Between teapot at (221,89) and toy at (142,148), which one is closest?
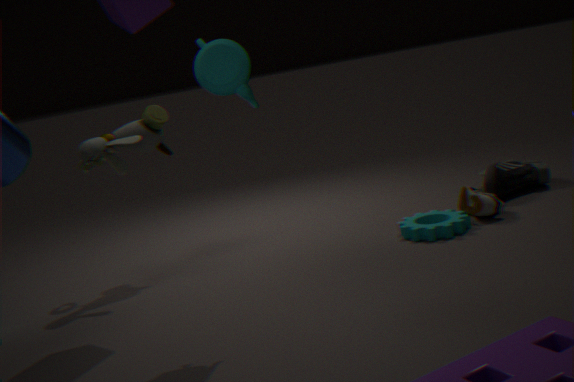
teapot at (221,89)
